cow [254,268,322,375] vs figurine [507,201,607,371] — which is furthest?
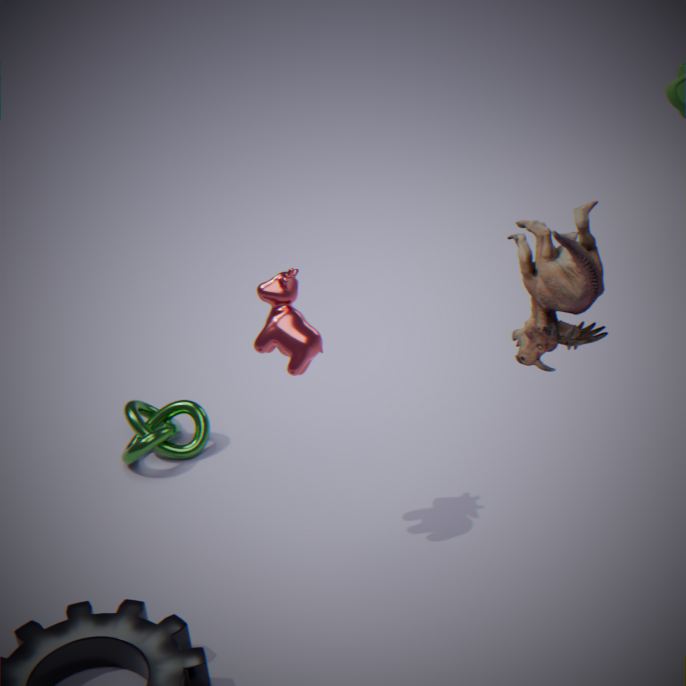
cow [254,268,322,375]
